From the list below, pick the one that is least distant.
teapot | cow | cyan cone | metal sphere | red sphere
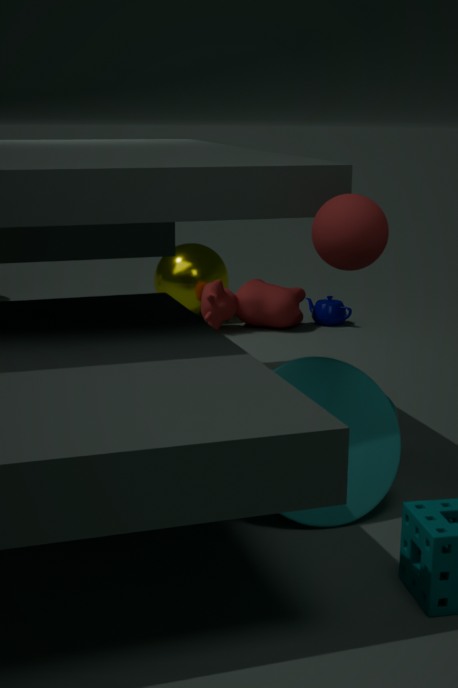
red sphere
